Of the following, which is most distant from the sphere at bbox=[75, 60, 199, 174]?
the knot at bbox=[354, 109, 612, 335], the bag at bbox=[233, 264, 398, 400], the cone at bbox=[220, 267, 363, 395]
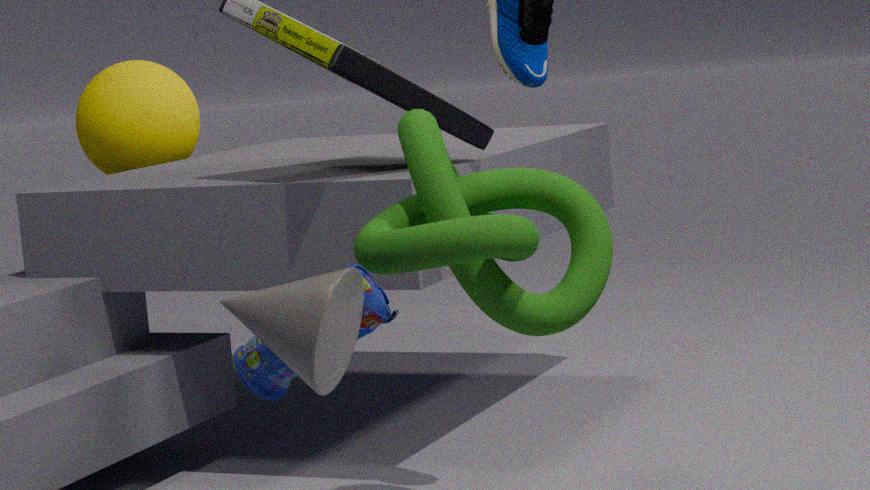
the cone at bbox=[220, 267, 363, 395]
